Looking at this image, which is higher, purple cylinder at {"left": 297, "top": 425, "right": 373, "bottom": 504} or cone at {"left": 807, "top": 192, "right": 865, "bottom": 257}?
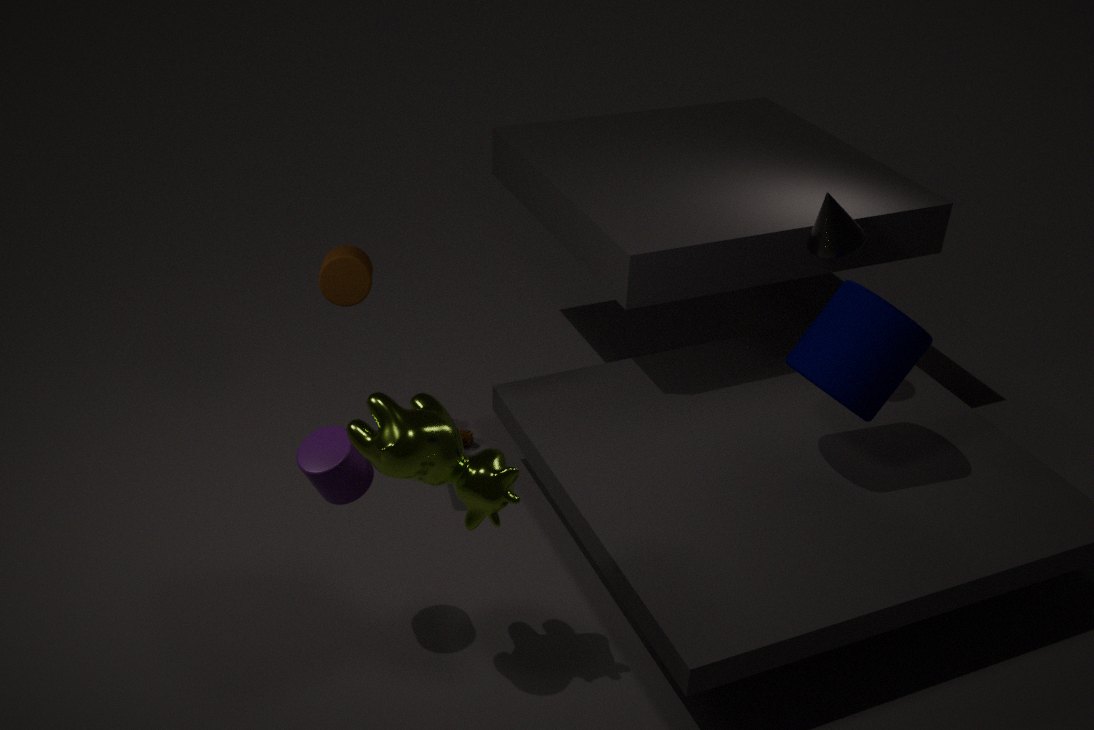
cone at {"left": 807, "top": 192, "right": 865, "bottom": 257}
